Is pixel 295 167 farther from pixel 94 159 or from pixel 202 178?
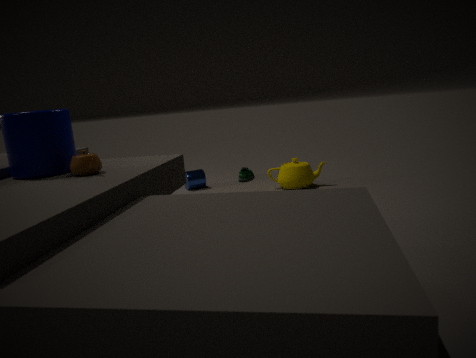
pixel 94 159
